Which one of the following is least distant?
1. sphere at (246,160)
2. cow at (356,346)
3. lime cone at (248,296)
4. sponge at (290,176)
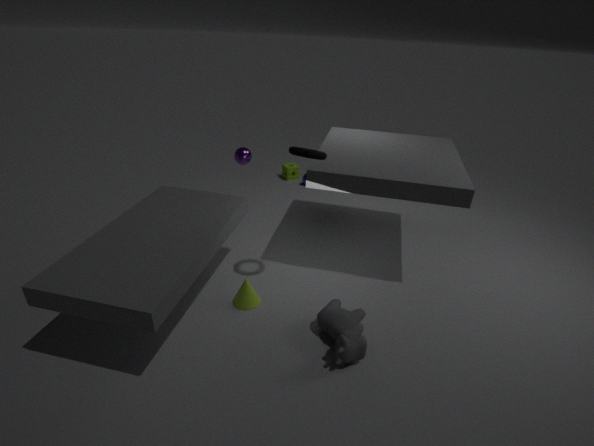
cow at (356,346)
